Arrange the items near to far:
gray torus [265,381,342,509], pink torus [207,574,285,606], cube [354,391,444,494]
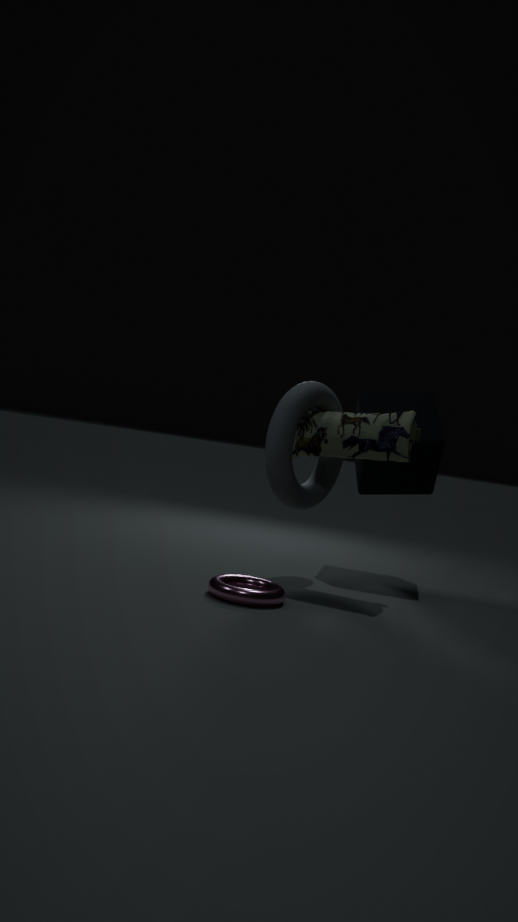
pink torus [207,574,285,606], gray torus [265,381,342,509], cube [354,391,444,494]
